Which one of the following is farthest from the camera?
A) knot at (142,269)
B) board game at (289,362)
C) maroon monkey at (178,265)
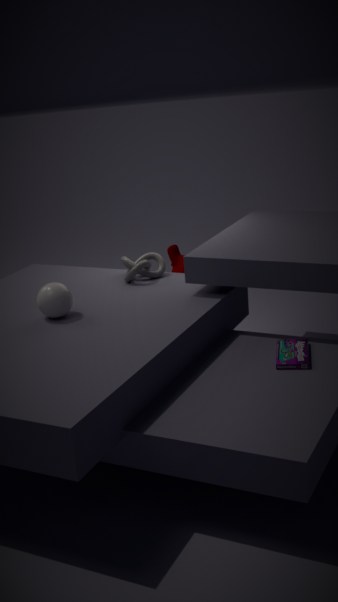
maroon monkey at (178,265)
